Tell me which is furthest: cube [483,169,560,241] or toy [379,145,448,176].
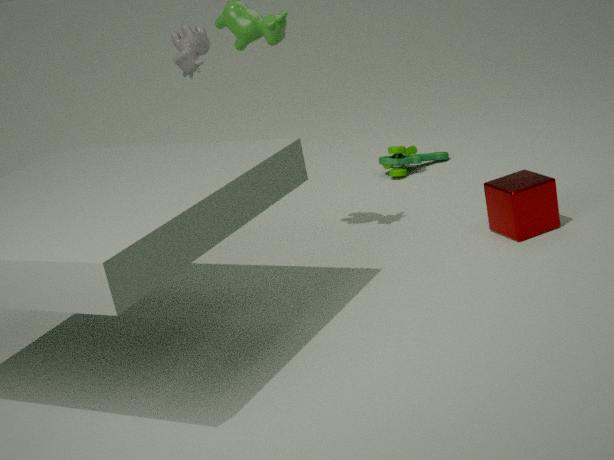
toy [379,145,448,176]
